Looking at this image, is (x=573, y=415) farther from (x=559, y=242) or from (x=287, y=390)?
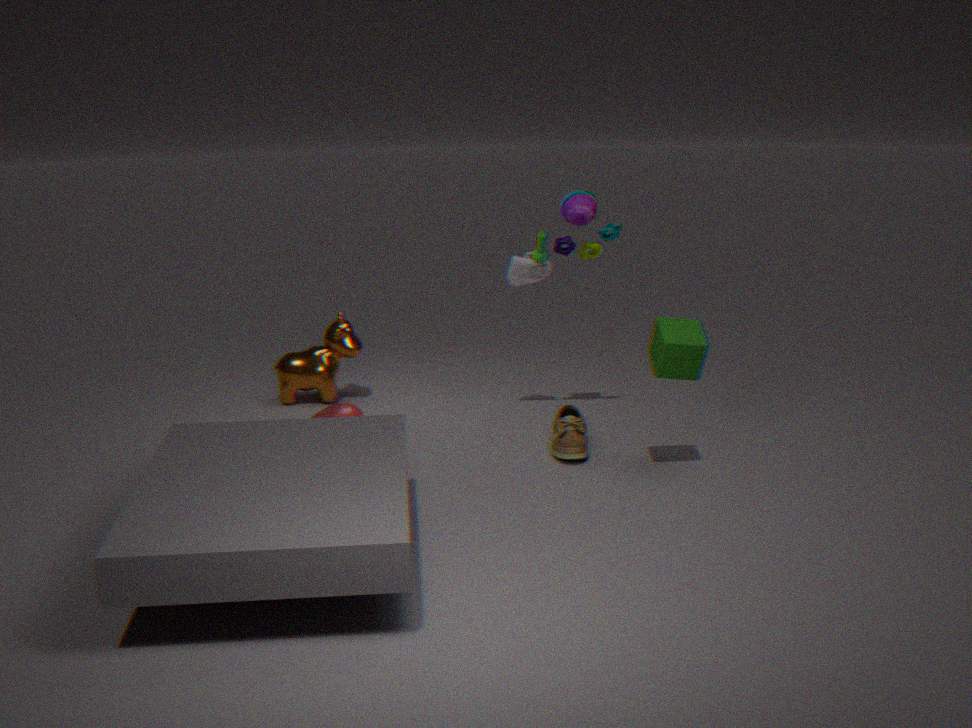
(x=287, y=390)
